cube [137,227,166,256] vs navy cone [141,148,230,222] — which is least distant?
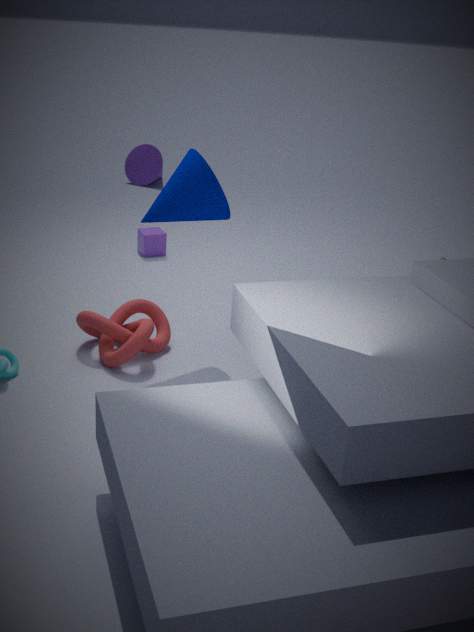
navy cone [141,148,230,222]
